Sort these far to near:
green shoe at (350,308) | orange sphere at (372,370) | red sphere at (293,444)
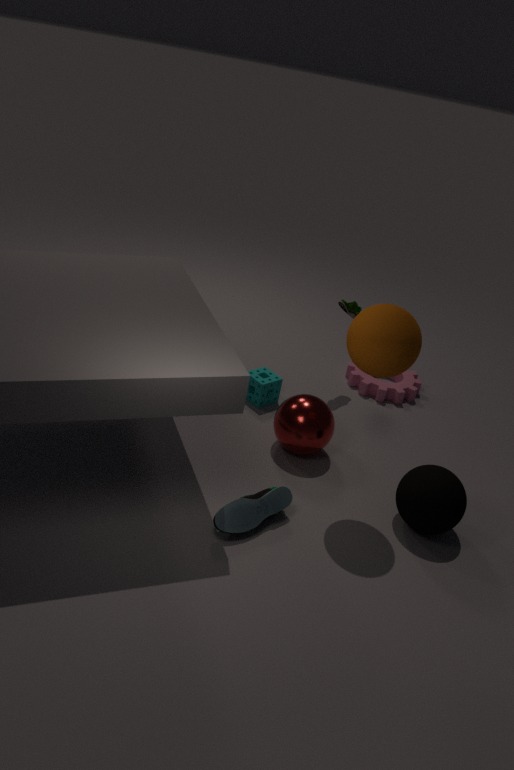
1. green shoe at (350,308)
2. red sphere at (293,444)
3. orange sphere at (372,370)
